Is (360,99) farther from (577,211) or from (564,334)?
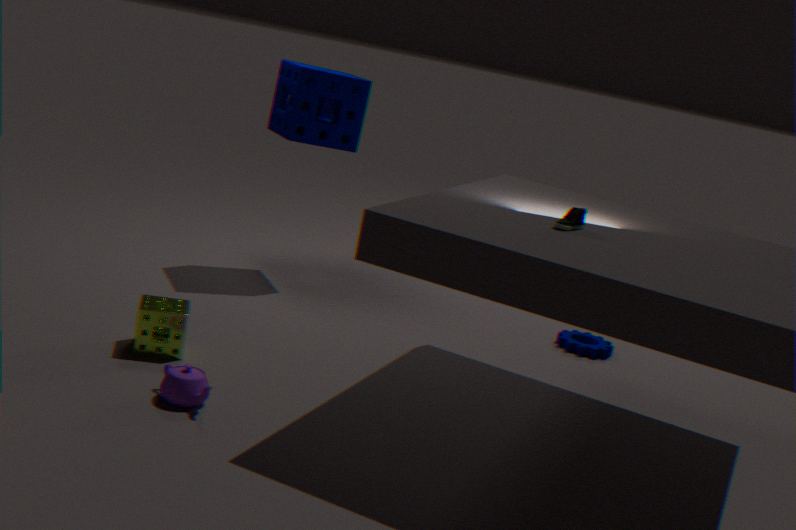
(577,211)
